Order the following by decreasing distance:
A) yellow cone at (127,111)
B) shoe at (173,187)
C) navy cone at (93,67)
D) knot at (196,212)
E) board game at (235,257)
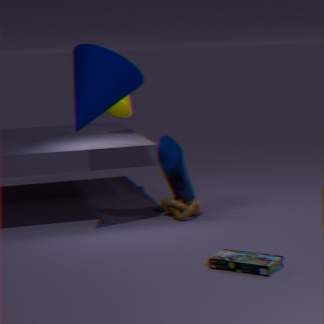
1. yellow cone at (127,111)
2. shoe at (173,187)
3. knot at (196,212)
4. navy cone at (93,67)
5. board game at (235,257)
